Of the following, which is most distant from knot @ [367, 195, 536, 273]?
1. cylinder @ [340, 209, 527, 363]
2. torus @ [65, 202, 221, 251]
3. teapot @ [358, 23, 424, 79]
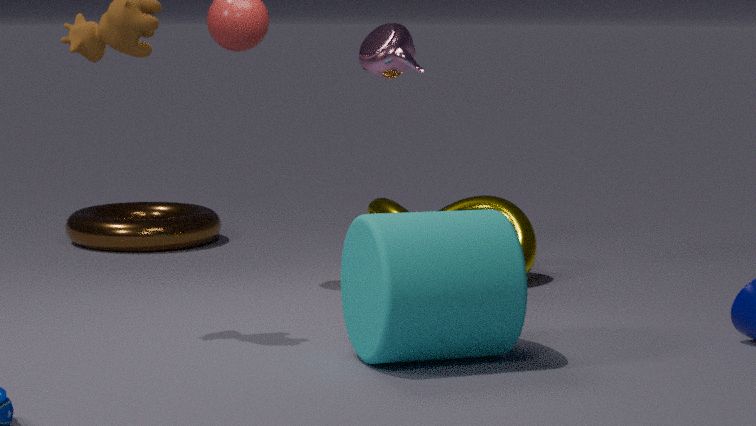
torus @ [65, 202, 221, 251]
